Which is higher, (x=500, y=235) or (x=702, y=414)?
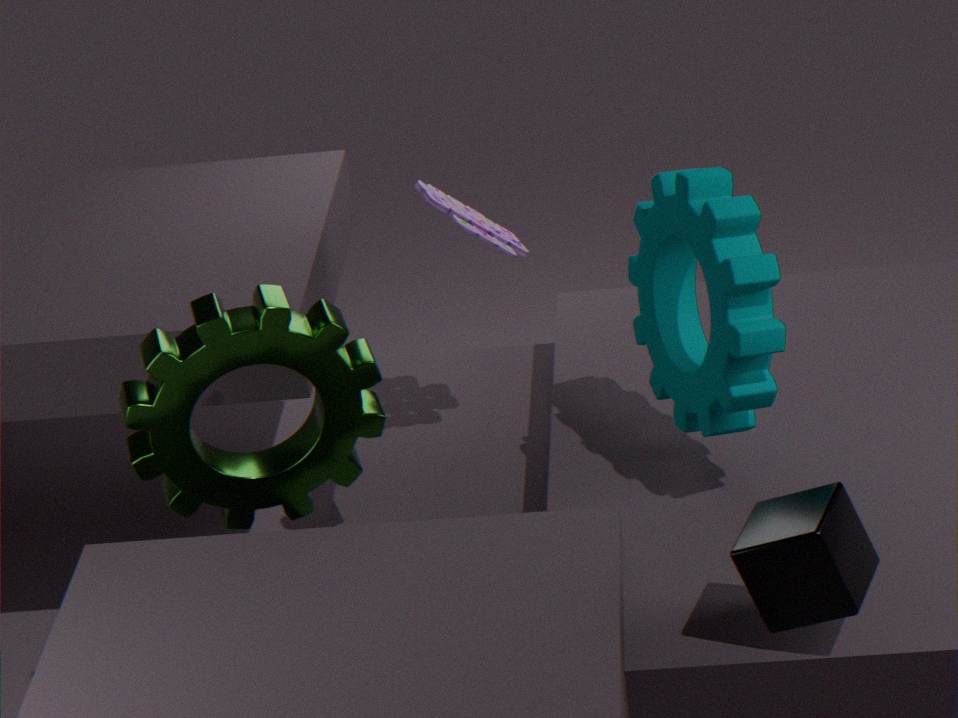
(x=500, y=235)
